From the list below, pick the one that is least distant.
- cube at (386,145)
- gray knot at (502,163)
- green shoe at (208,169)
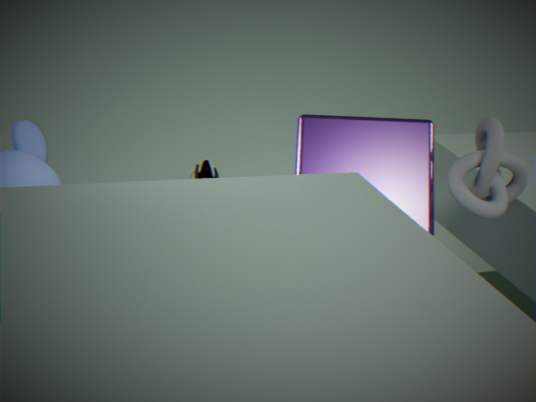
gray knot at (502,163)
